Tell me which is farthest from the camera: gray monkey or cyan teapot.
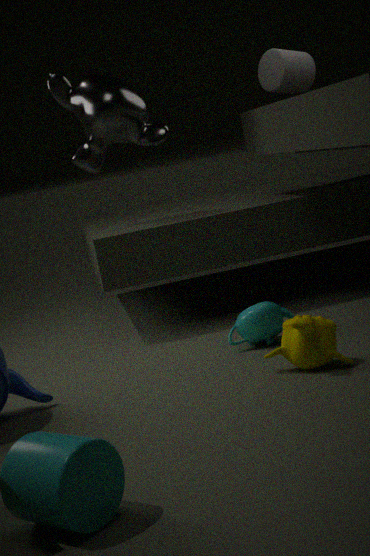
gray monkey
